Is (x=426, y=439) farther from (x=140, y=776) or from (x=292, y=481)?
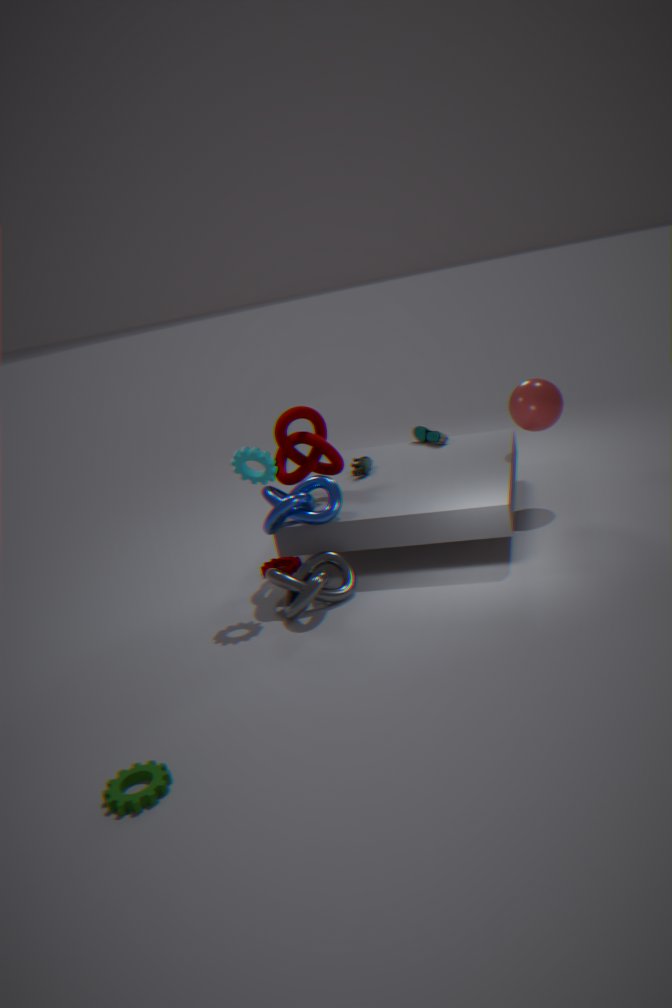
(x=140, y=776)
